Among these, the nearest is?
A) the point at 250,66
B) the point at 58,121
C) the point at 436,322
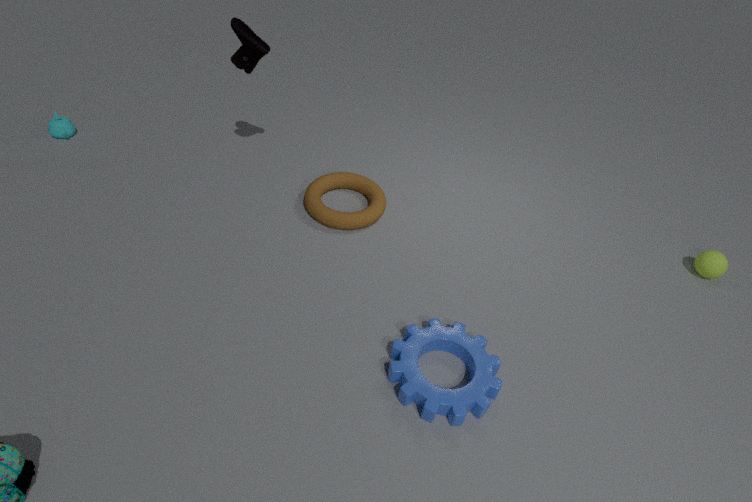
the point at 436,322
